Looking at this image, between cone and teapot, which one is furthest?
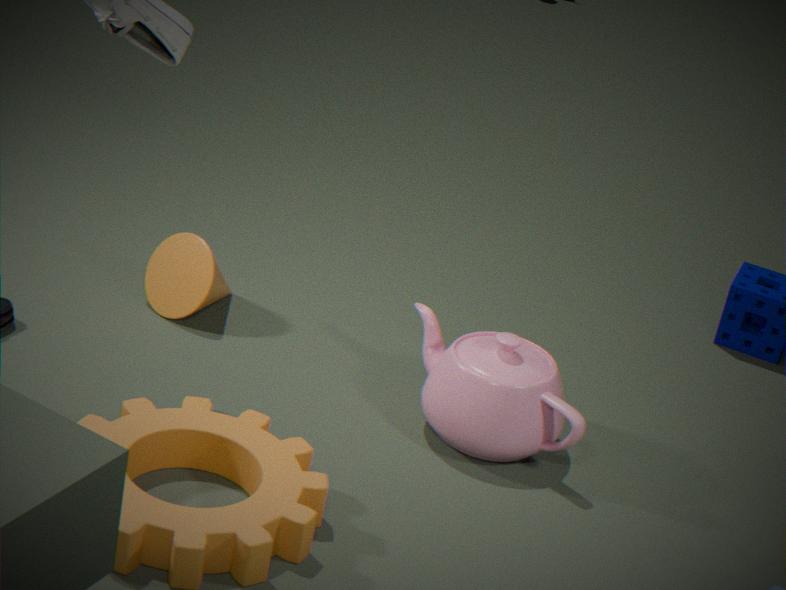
cone
